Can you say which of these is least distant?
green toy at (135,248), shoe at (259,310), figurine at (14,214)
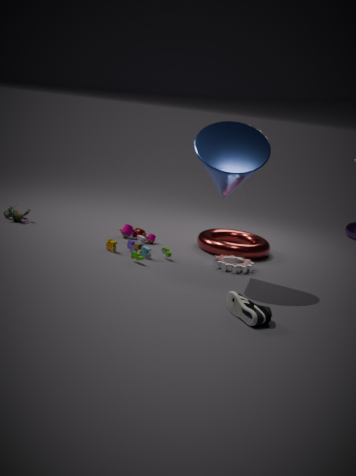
shoe at (259,310)
